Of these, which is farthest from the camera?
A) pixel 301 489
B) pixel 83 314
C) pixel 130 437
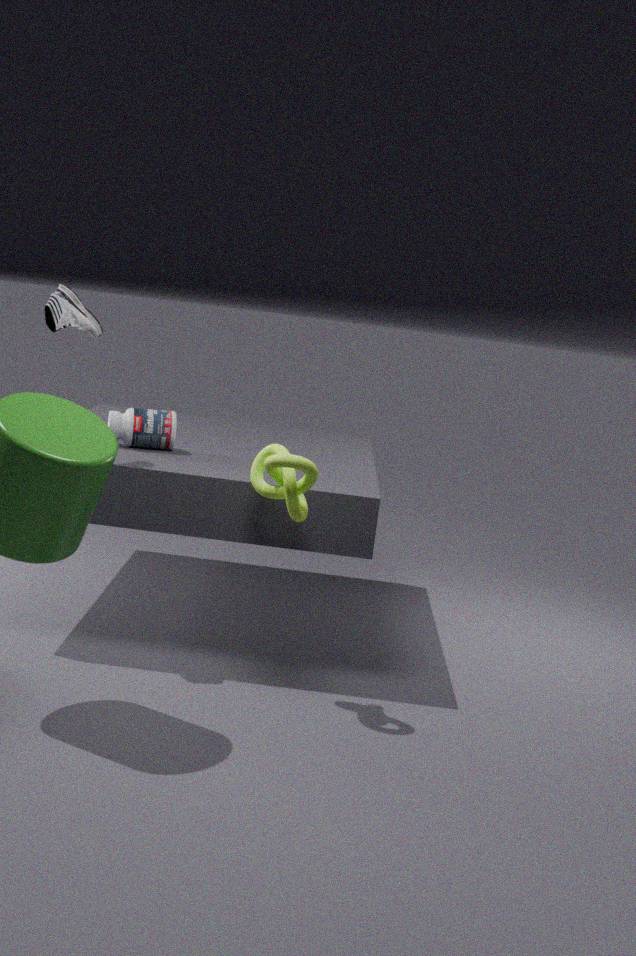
pixel 130 437
